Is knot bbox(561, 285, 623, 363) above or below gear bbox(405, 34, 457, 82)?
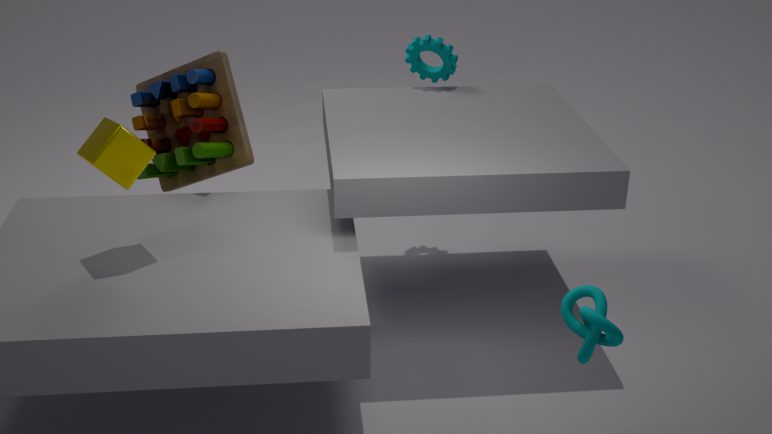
below
